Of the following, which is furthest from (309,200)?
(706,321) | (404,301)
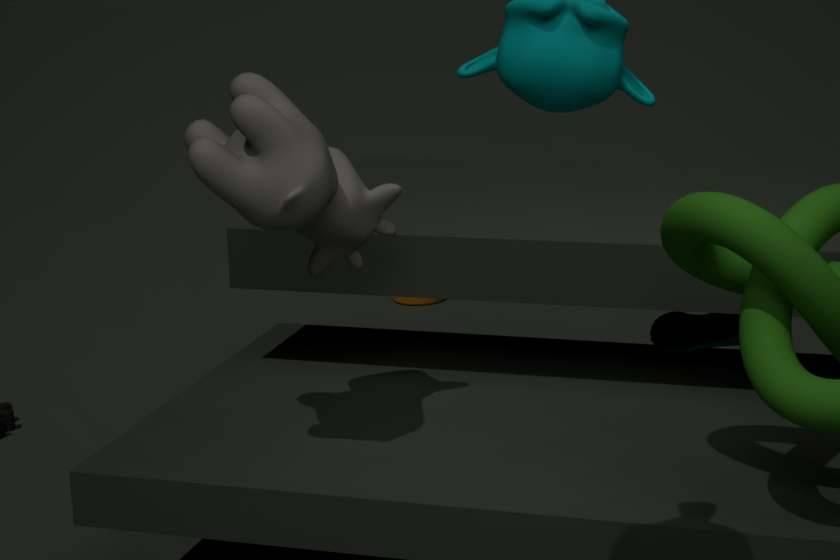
(404,301)
